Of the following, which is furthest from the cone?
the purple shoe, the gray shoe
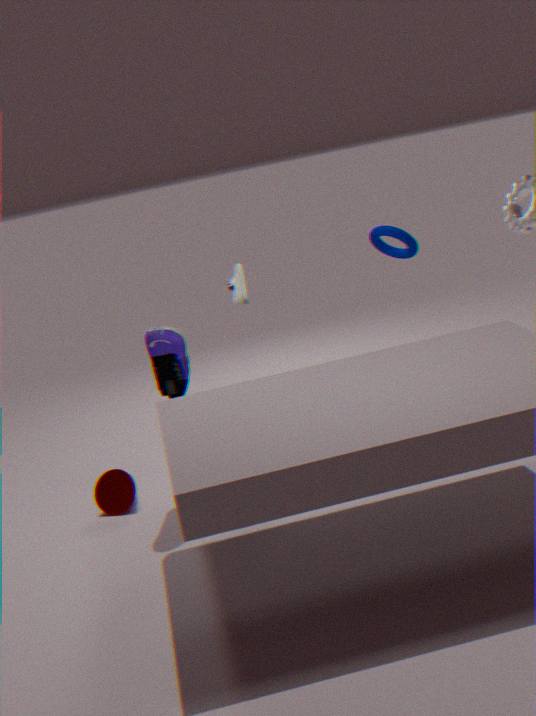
the gray shoe
